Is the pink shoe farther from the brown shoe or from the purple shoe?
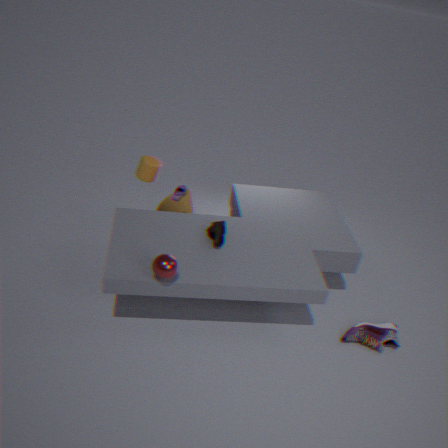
the purple shoe
